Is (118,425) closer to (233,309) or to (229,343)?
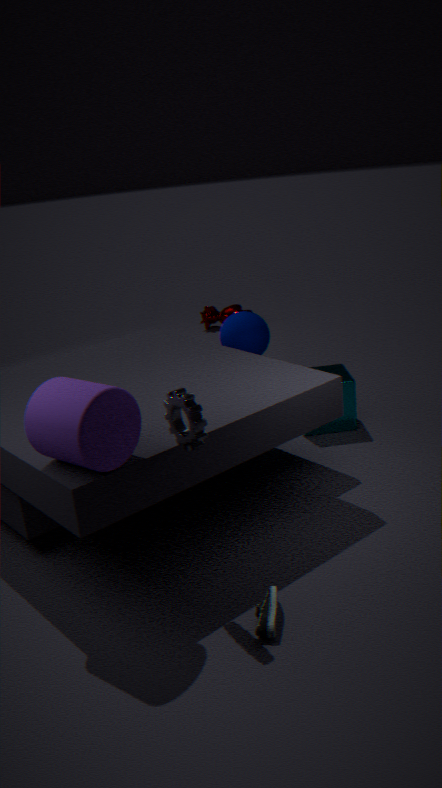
(229,343)
